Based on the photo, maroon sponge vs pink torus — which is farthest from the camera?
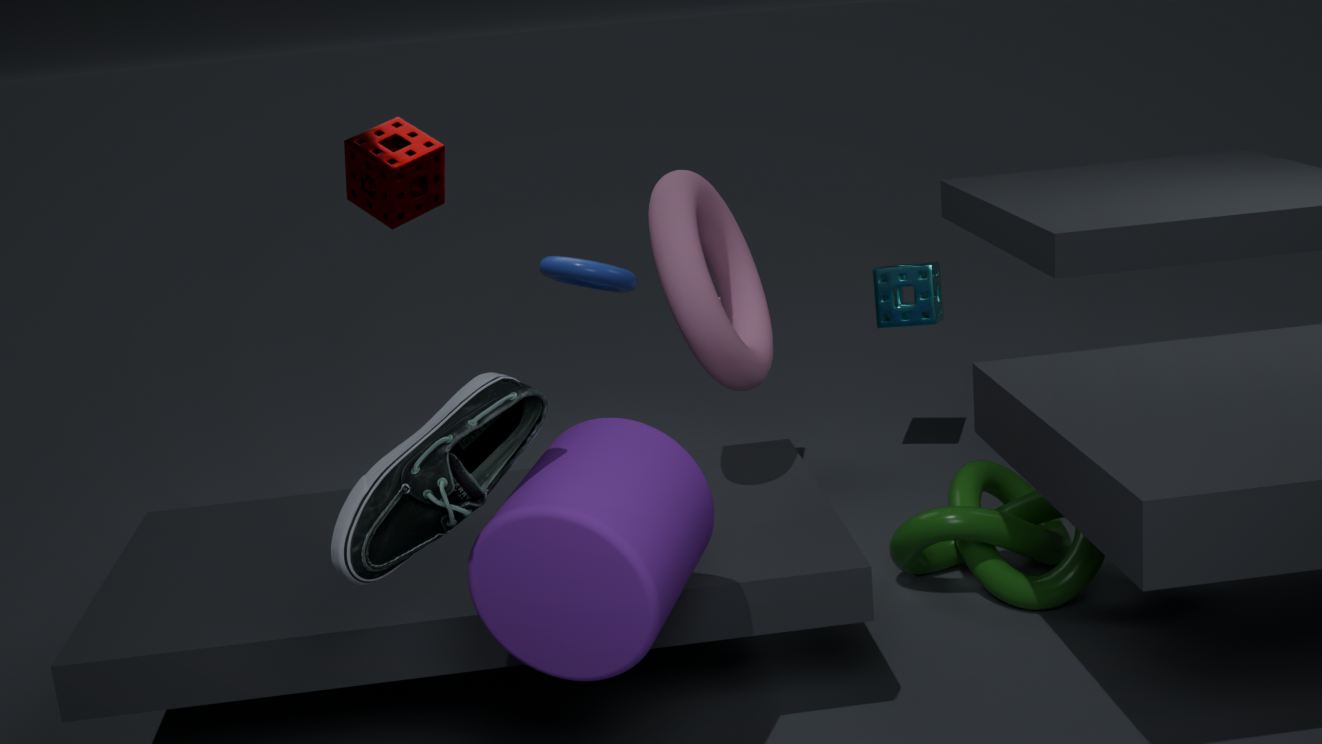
maroon sponge
